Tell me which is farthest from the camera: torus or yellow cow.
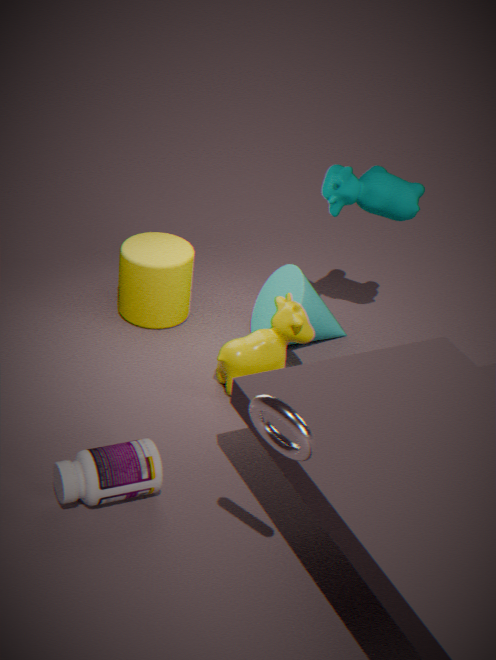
yellow cow
